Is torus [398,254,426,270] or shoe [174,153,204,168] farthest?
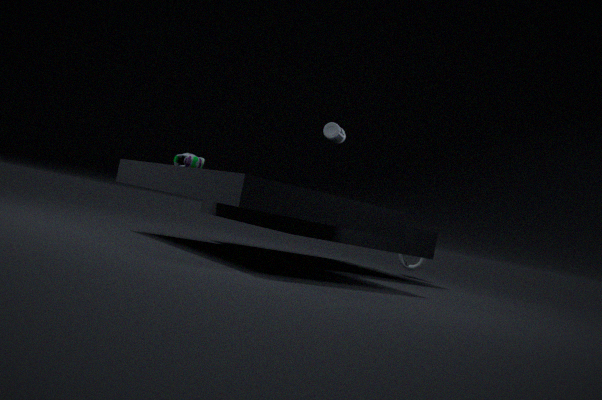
torus [398,254,426,270]
